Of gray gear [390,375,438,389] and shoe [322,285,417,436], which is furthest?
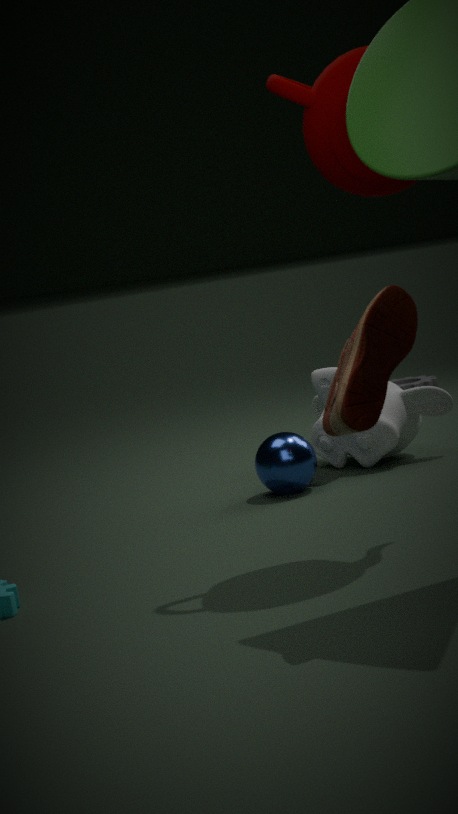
gray gear [390,375,438,389]
